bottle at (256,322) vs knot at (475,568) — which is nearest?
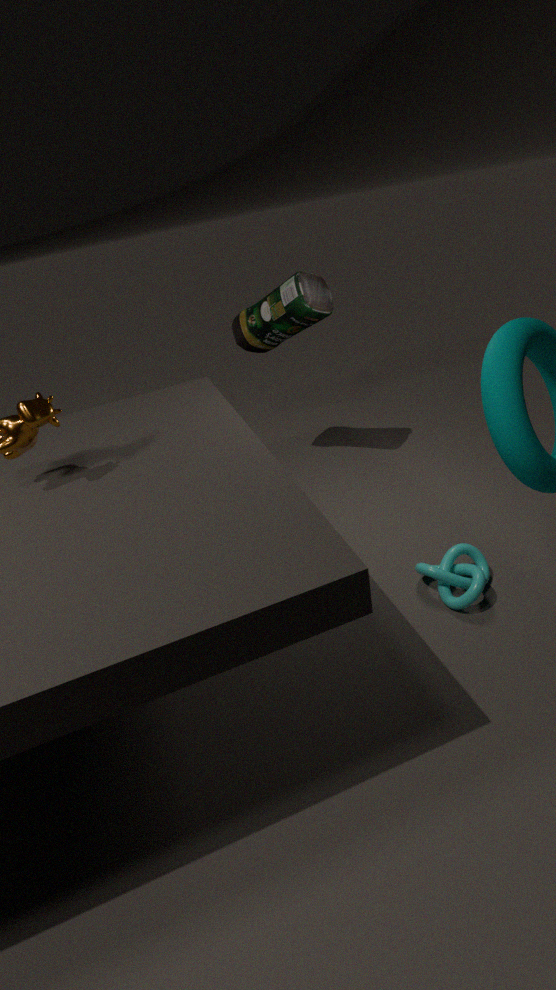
knot at (475,568)
